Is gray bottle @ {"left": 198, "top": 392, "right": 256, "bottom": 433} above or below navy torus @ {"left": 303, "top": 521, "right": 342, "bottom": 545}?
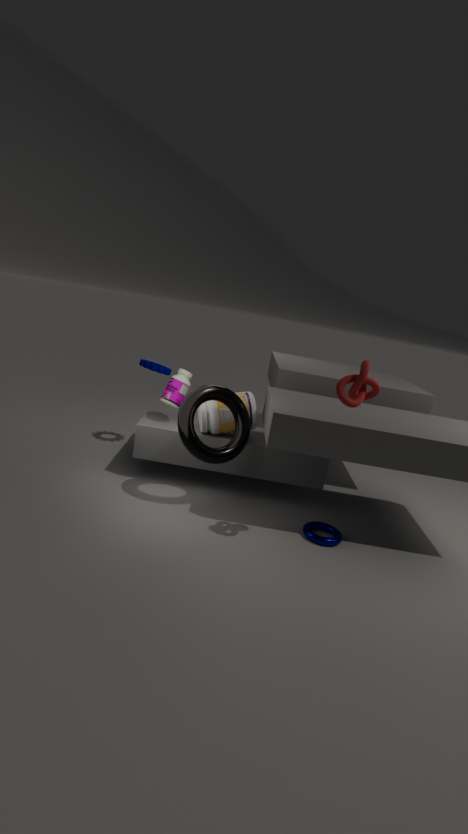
above
